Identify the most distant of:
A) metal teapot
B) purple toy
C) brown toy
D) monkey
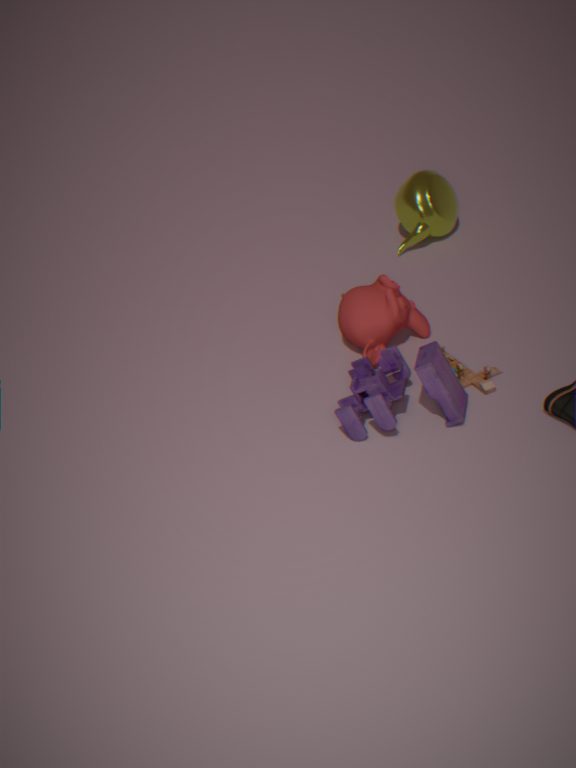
metal teapot
